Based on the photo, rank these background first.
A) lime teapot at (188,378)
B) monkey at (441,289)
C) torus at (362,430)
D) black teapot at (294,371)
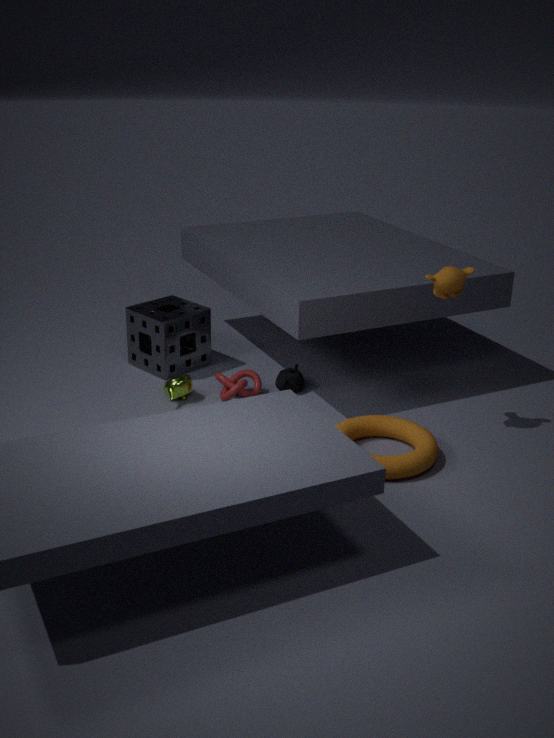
black teapot at (294,371), lime teapot at (188,378), monkey at (441,289), torus at (362,430)
